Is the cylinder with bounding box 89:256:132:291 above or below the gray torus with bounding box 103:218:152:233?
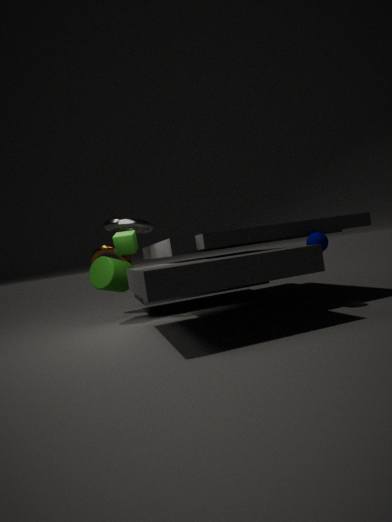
below
